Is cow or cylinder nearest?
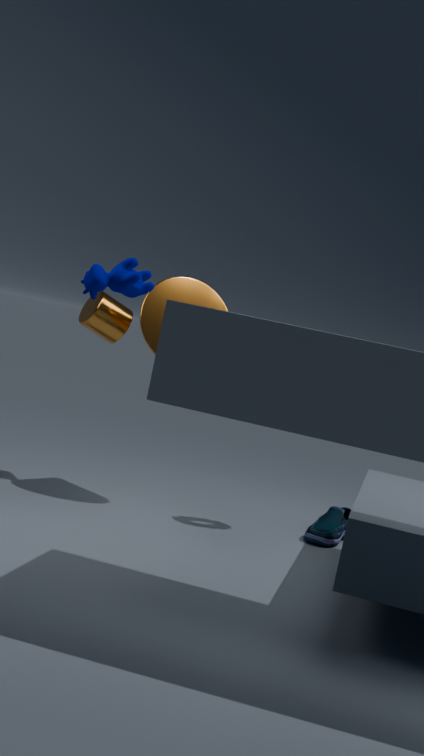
cow
